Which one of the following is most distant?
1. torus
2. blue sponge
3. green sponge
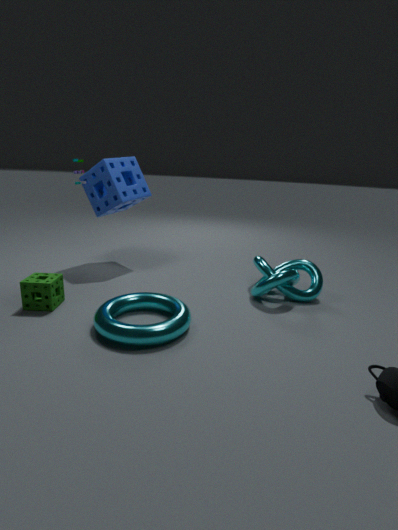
blue sponge
